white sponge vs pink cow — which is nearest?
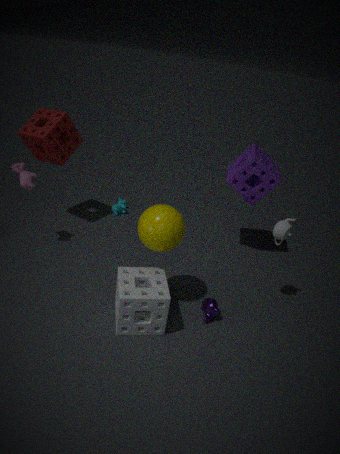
white sponge
